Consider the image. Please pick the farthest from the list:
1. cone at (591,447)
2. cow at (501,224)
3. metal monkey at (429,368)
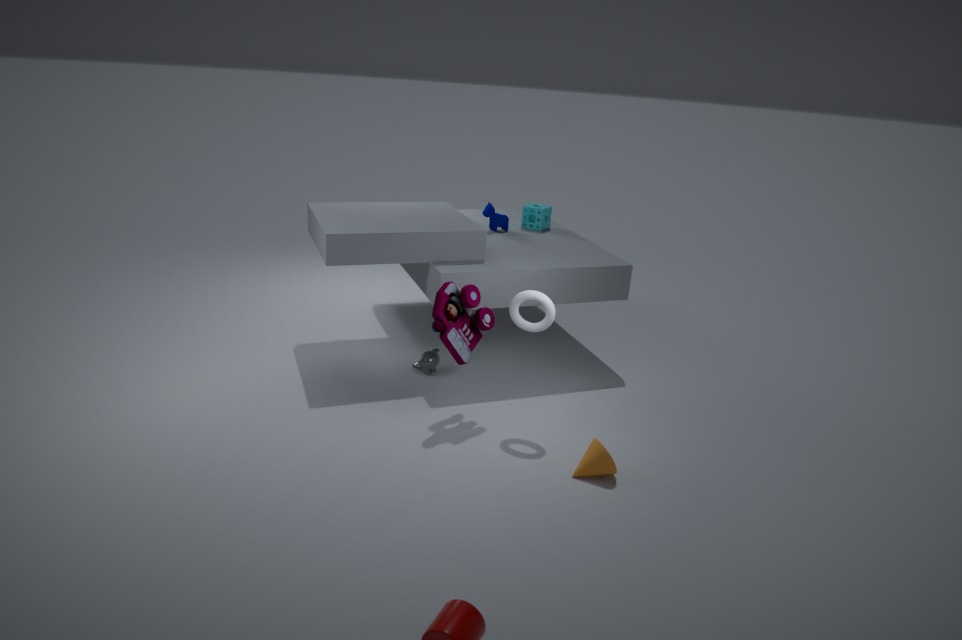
cow at (501,224)
